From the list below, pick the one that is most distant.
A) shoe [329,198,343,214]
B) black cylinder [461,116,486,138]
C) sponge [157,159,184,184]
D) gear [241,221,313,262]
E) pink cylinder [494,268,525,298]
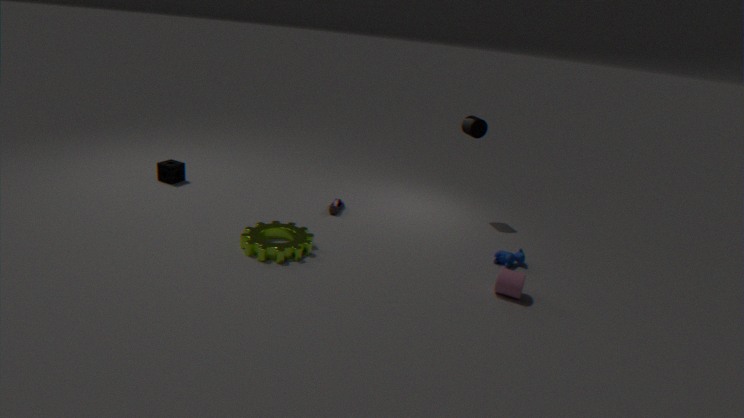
sponge [157,159,184,184]
